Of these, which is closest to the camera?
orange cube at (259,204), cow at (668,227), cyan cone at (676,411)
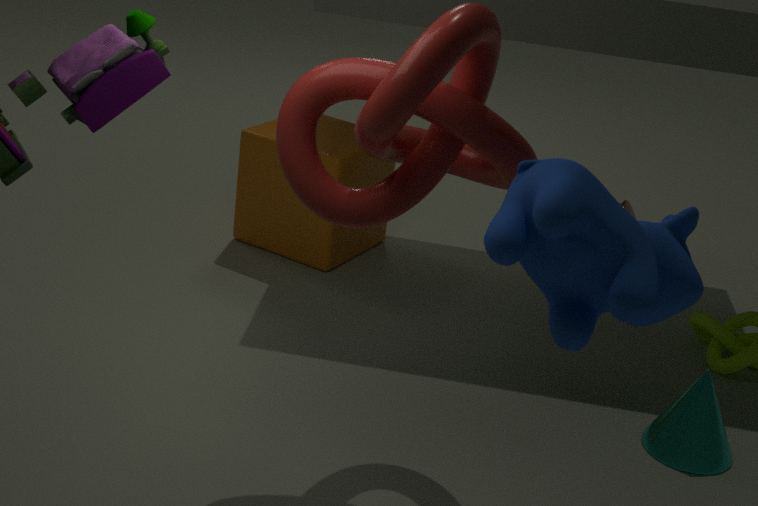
cow at (668,227)
